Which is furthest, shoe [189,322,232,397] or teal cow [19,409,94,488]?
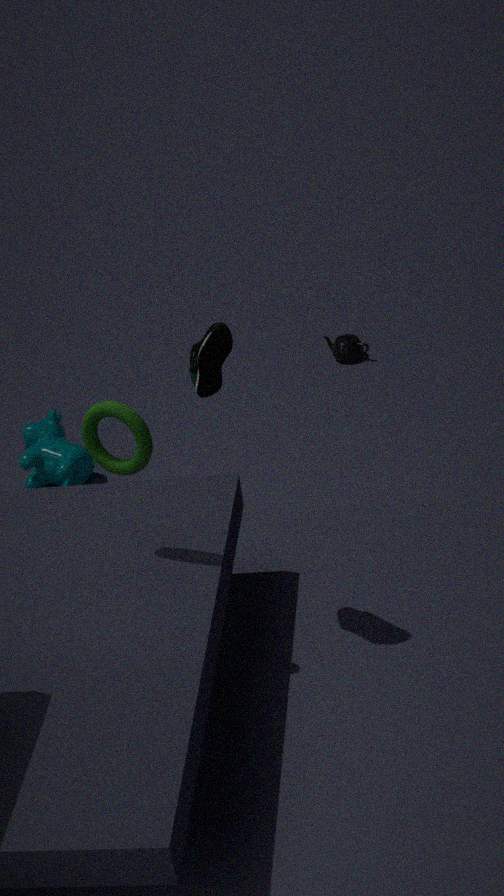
teal cow [19,409,94,488]
